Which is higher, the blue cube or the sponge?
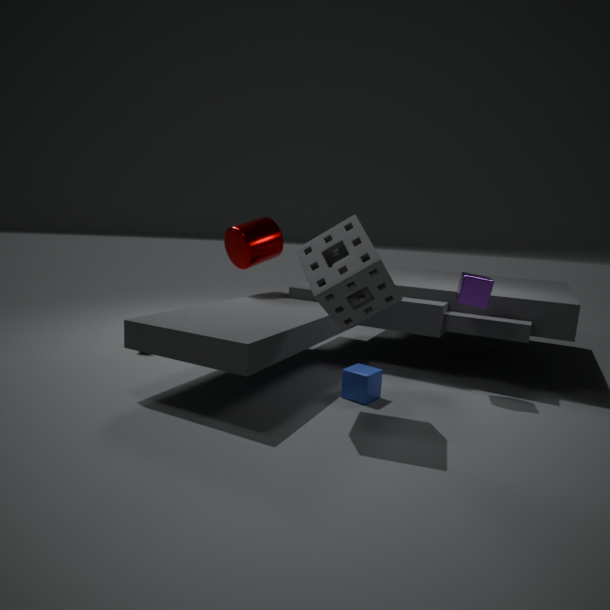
the sponge
